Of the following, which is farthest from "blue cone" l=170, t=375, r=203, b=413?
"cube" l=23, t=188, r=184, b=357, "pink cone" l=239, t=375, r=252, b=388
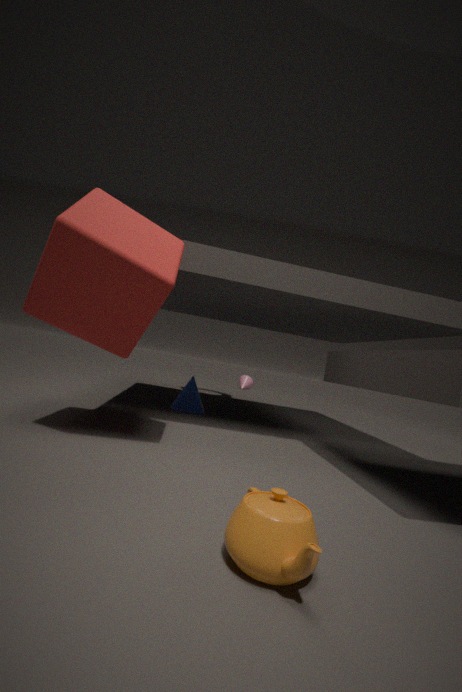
"pink cone" l=239, t=375, r=252, b=388
